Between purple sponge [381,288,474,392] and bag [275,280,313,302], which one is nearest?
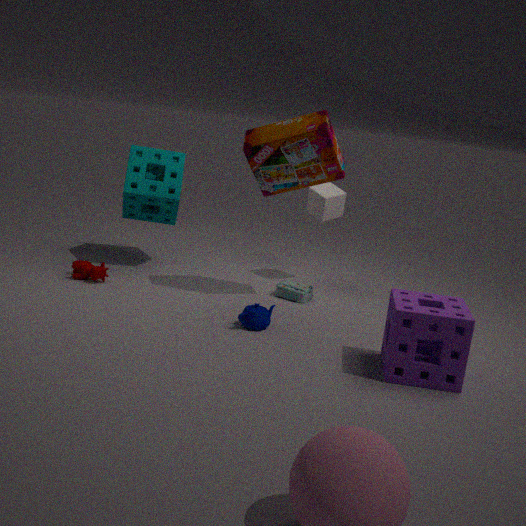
purple sponge [381,288,474,392]
